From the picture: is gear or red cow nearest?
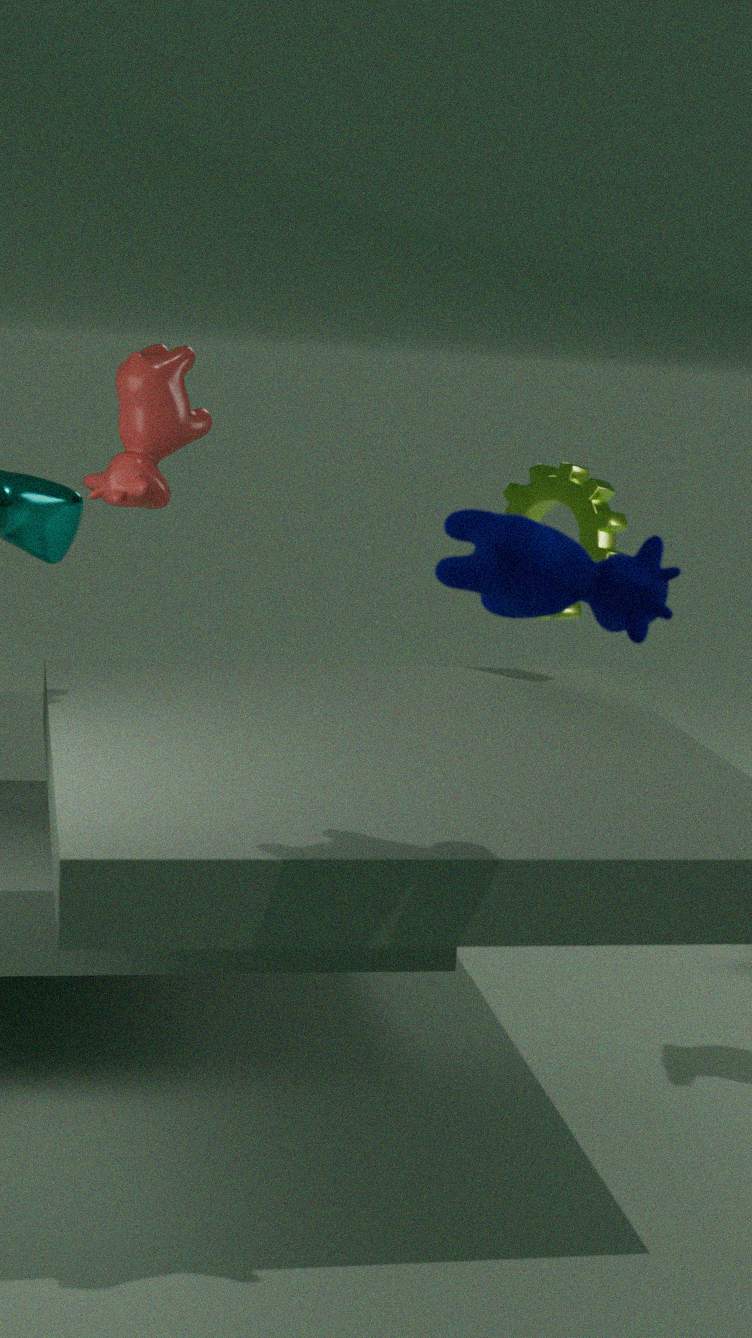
red cow
